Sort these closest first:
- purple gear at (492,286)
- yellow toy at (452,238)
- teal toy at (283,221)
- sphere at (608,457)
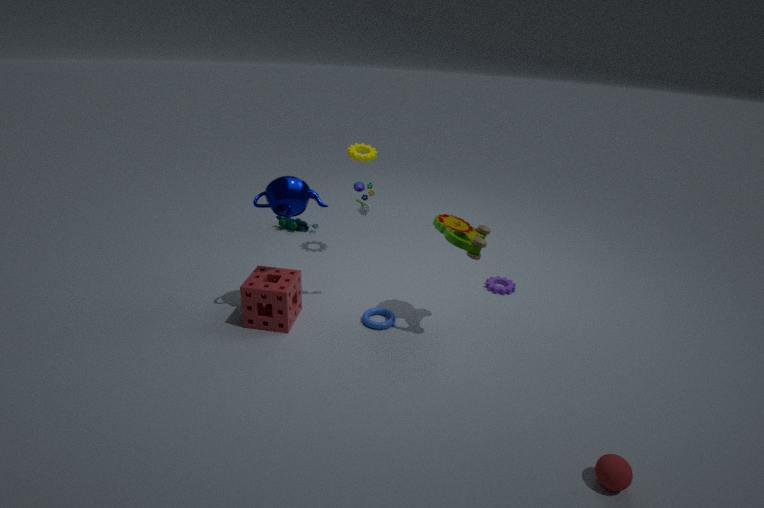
sphere at (608,457), yellow toy at (452,238), purple gear at (492,286), teal toy at (283,221)
